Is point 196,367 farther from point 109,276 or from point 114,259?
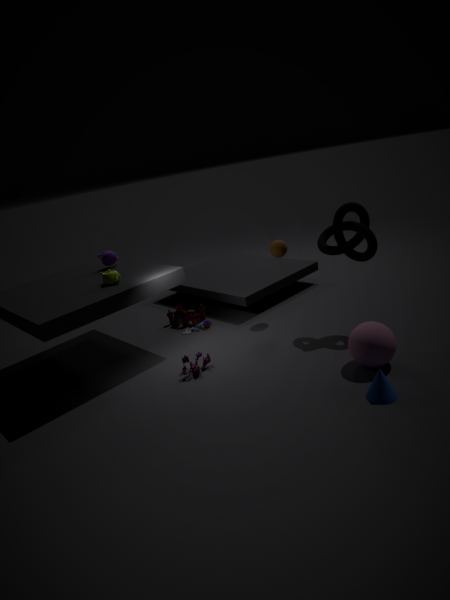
point 114,259
